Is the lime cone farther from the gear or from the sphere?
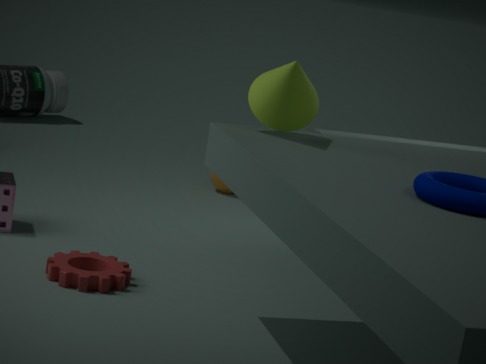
the sphere
